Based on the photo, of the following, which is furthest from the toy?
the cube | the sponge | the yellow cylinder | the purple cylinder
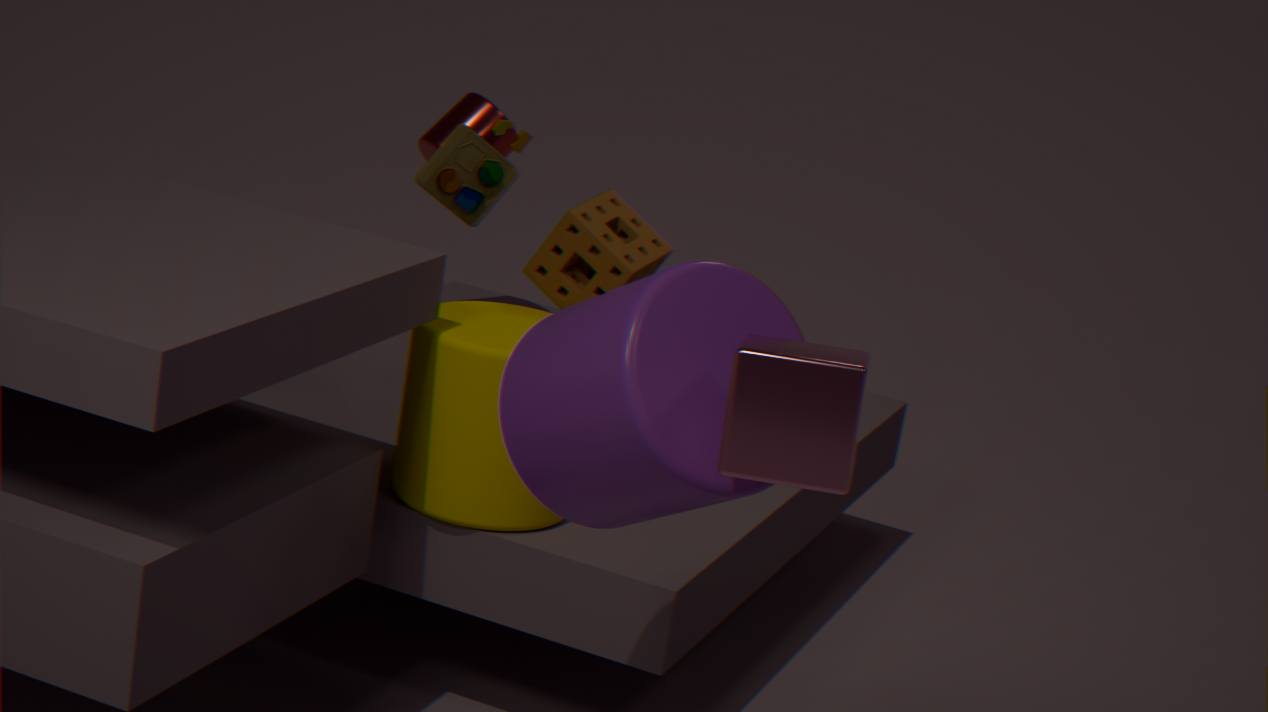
the cube
